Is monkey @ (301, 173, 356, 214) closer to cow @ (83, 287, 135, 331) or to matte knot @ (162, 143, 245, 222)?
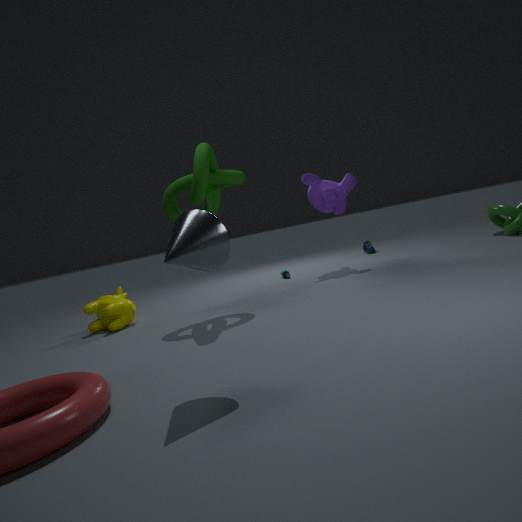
matte knot @ (162, 143, 245, 222)
